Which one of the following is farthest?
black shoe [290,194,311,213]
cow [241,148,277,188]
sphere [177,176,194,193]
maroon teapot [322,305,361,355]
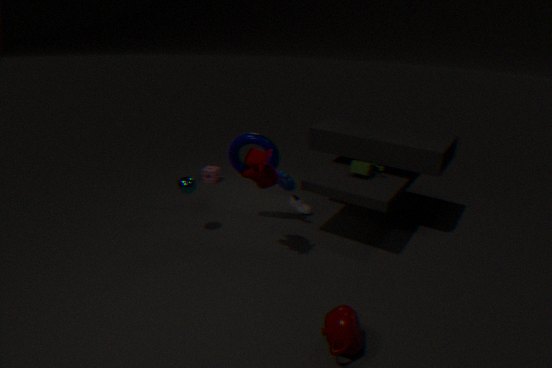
black shoe [290,194,311,213]
